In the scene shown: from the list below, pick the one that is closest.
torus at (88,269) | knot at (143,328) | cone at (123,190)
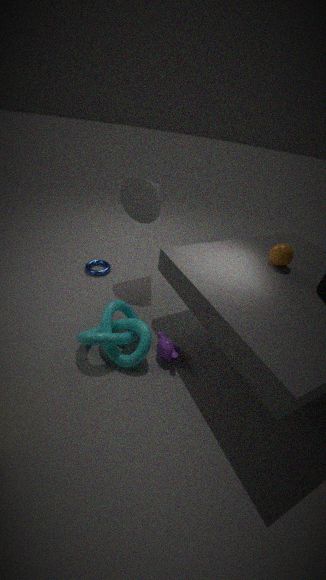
knot at (143,328)
